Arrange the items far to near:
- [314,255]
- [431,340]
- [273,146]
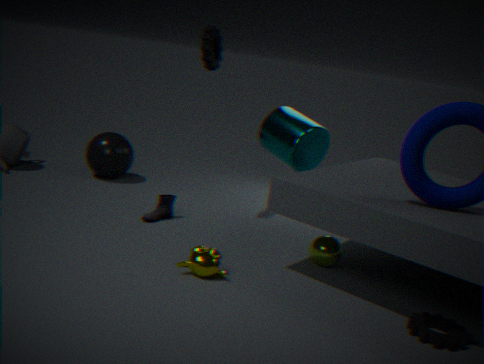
1. [273,146]
2. [314,255]
3. [431,340]
